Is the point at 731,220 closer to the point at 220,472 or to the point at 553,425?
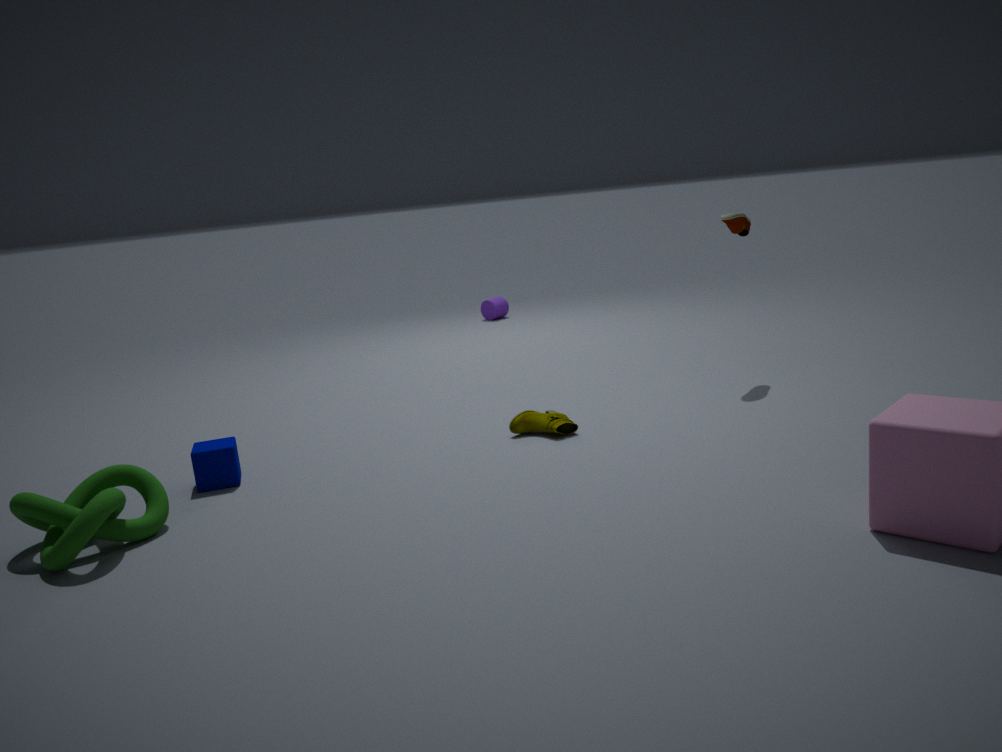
the point at 553,425
